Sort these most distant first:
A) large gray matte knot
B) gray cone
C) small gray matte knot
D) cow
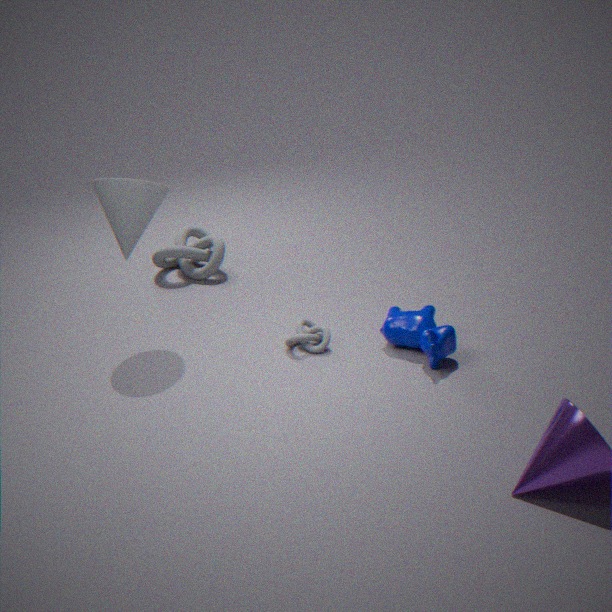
1. large gray matte knot
2. small gray matte knot
3. gray cone
4. cow
